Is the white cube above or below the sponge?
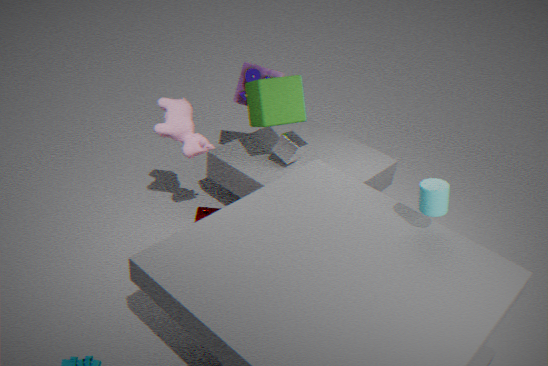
above
